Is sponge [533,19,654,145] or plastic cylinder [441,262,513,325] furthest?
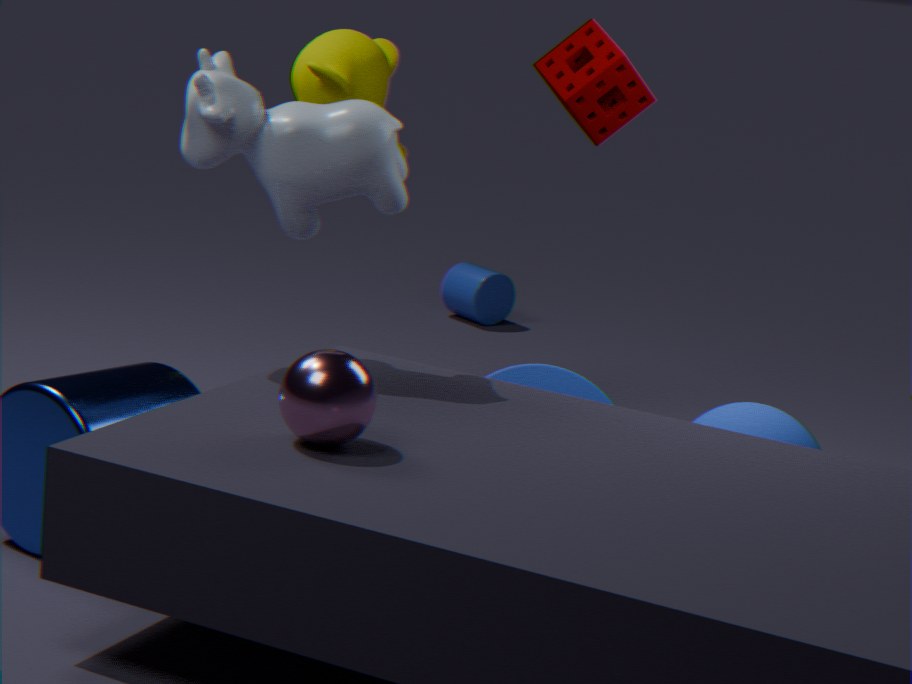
plastic cylinder [441,262,513,325]
